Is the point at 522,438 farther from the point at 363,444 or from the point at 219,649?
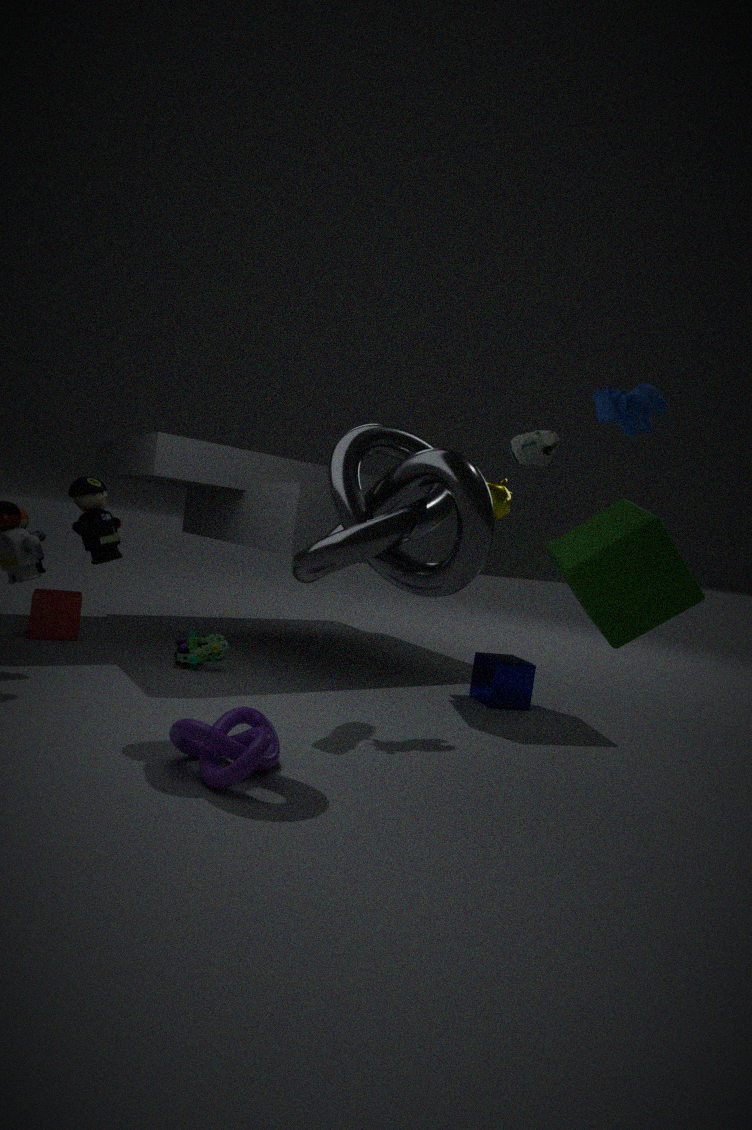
the point at 219,649
